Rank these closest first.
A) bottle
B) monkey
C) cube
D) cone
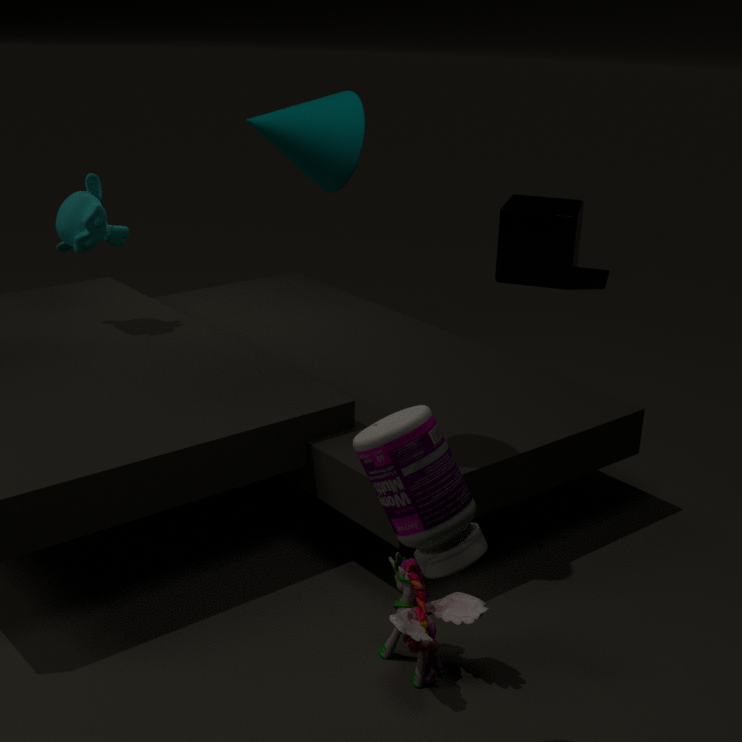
bottle, cone, monkey, cube
